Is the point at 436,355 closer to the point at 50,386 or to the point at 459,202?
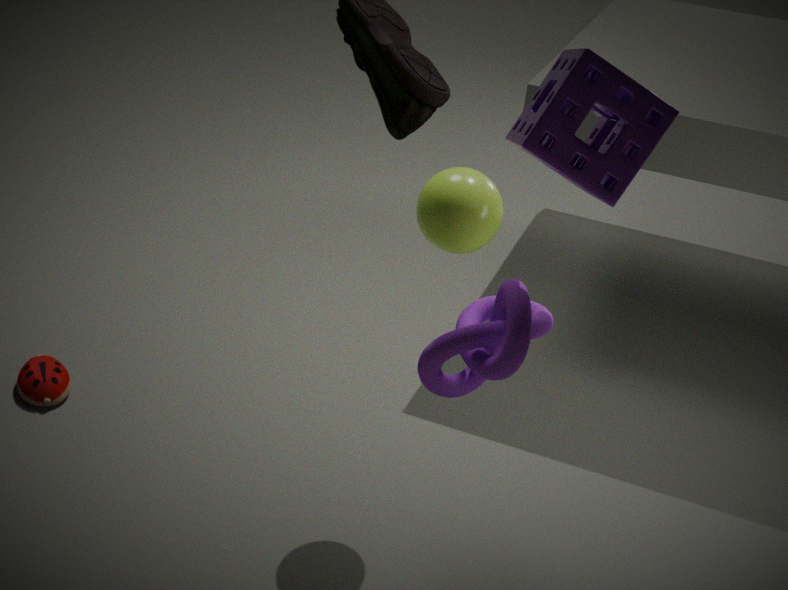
the point at 459,202
